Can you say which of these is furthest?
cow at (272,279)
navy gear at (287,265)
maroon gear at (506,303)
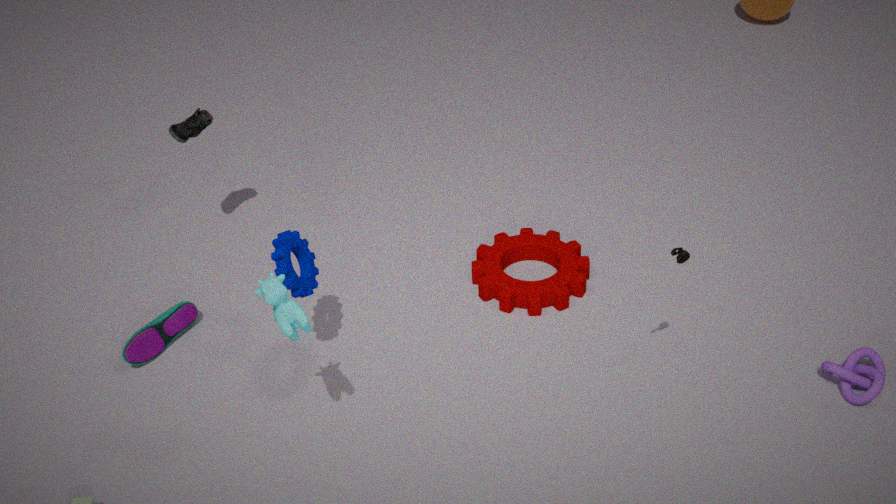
maroon gear at (506,303)
